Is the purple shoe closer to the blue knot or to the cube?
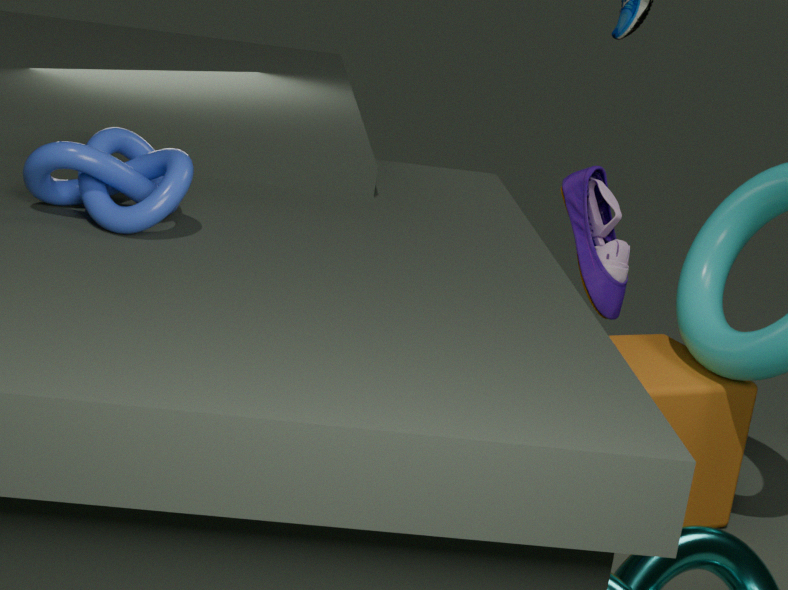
the cube
